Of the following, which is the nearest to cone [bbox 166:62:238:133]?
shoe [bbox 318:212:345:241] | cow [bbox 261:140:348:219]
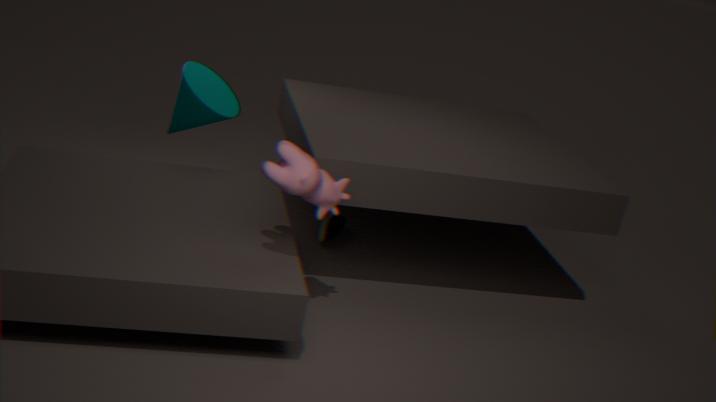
shoe [bbox 318:212:345:241]
